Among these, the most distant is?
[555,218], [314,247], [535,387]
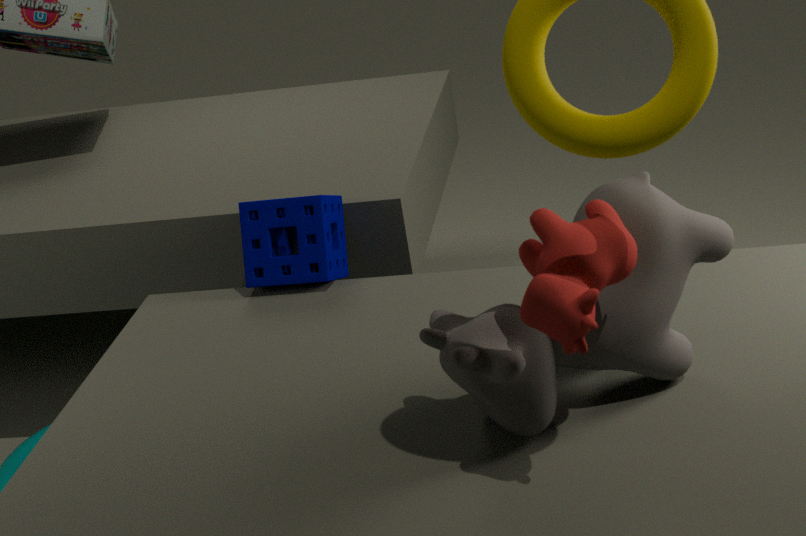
[314,247]
